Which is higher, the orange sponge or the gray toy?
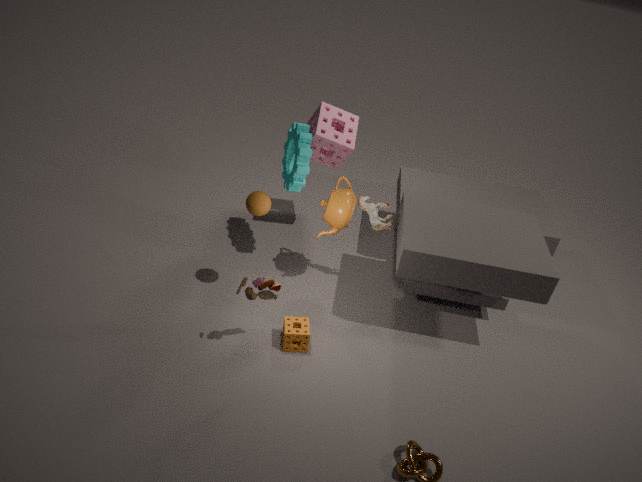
→ the gray toy
